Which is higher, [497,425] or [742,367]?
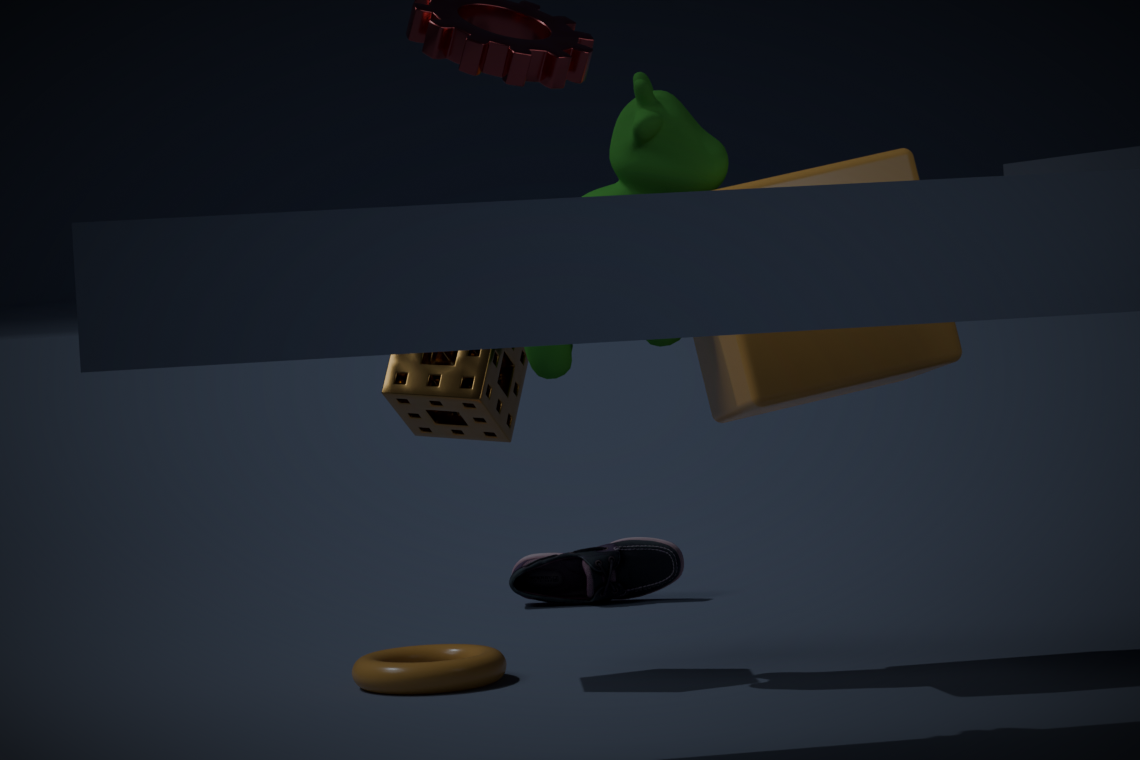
[742,367]
